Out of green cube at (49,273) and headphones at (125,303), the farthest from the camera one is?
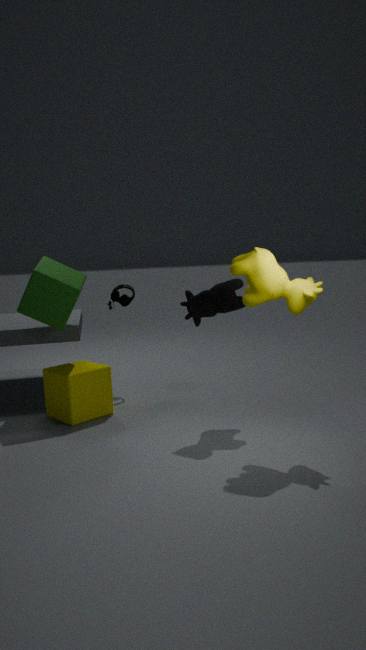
headphones at (125,303)
